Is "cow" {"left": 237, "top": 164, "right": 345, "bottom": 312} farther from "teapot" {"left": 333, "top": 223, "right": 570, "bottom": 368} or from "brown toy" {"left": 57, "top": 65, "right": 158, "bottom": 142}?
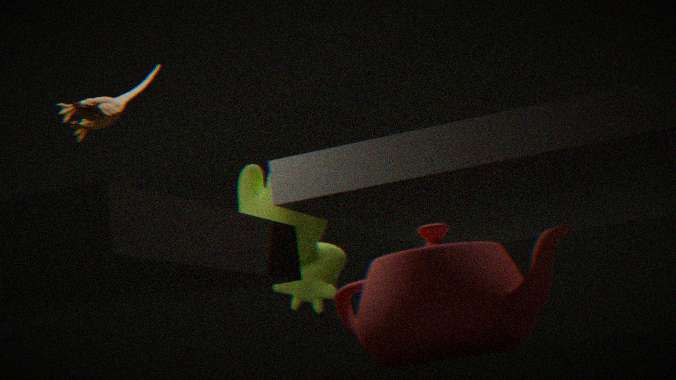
"teapot" {"left": 333, "top": 223, "right": 570, "bottom": 368}
